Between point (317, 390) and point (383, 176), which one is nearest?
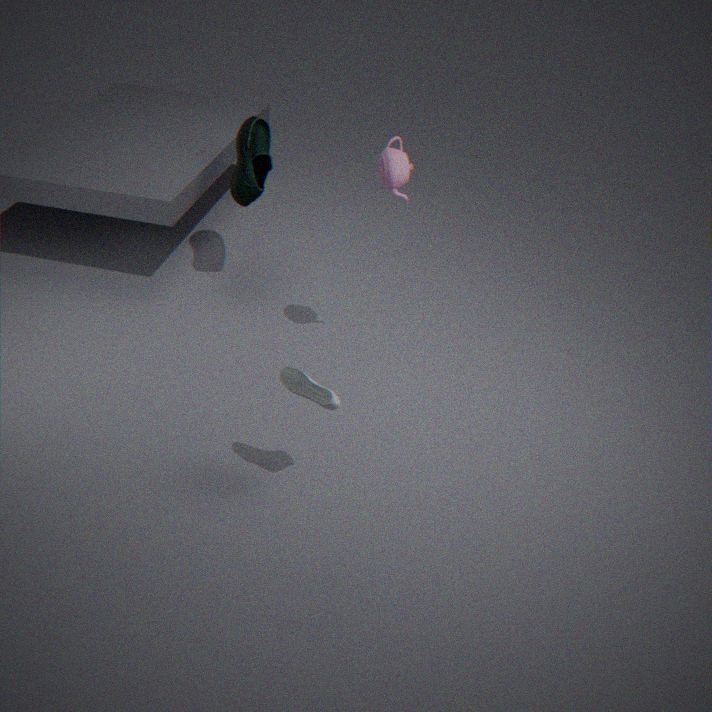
point (317, 390)
